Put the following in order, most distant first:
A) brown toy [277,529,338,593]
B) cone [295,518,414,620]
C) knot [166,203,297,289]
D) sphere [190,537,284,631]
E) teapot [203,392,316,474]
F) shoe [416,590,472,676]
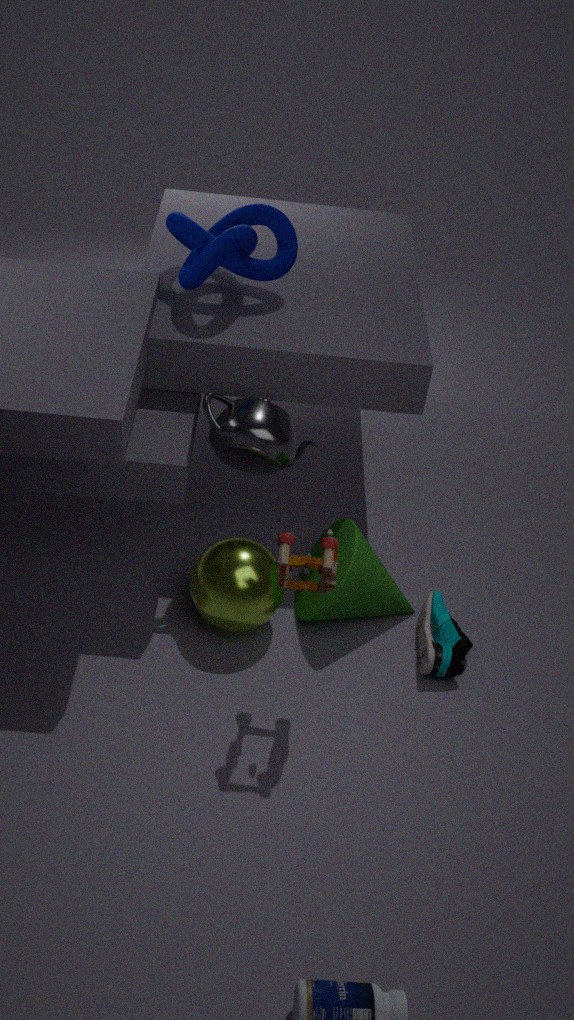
knot [166,203,297,289] < cone [295,518,414,620] < shoe [416,590,472,676] < sphere [190,537,284,631] < teapot [203,392,316,474] < brown toy [277,529,338,593]
